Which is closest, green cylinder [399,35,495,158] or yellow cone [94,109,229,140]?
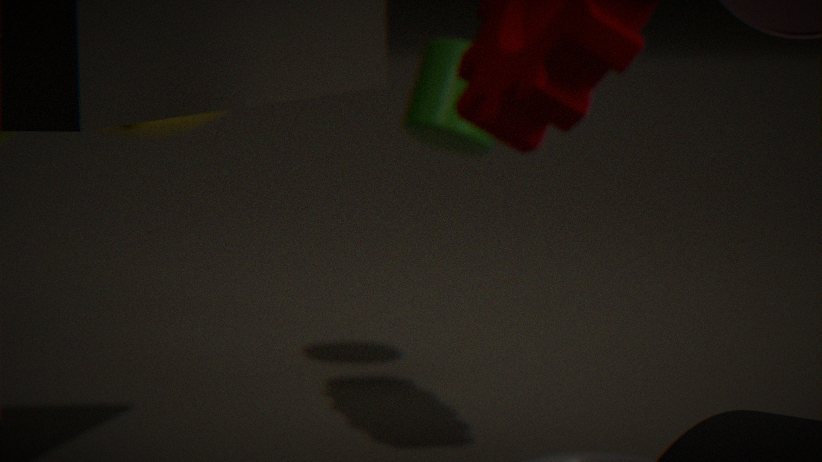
yellow cone [94,109,229,140]
